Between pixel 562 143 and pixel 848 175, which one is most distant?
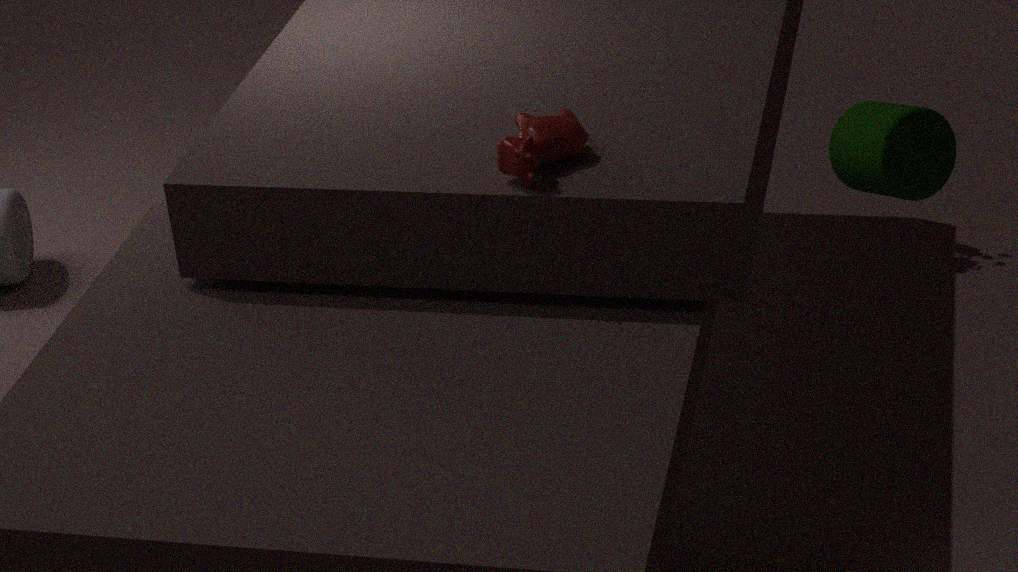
pixel 562 143
